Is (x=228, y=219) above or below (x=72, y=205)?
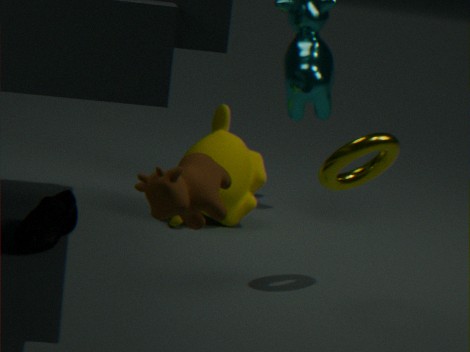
above
